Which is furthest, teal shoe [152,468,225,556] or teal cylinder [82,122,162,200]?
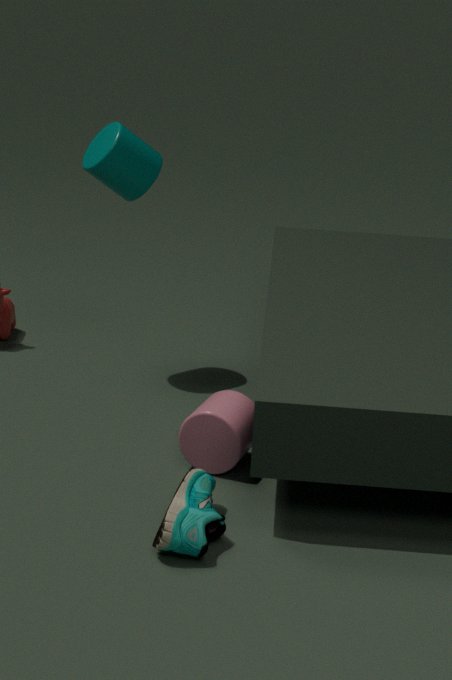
teal cylinder [82,122,162,200]
